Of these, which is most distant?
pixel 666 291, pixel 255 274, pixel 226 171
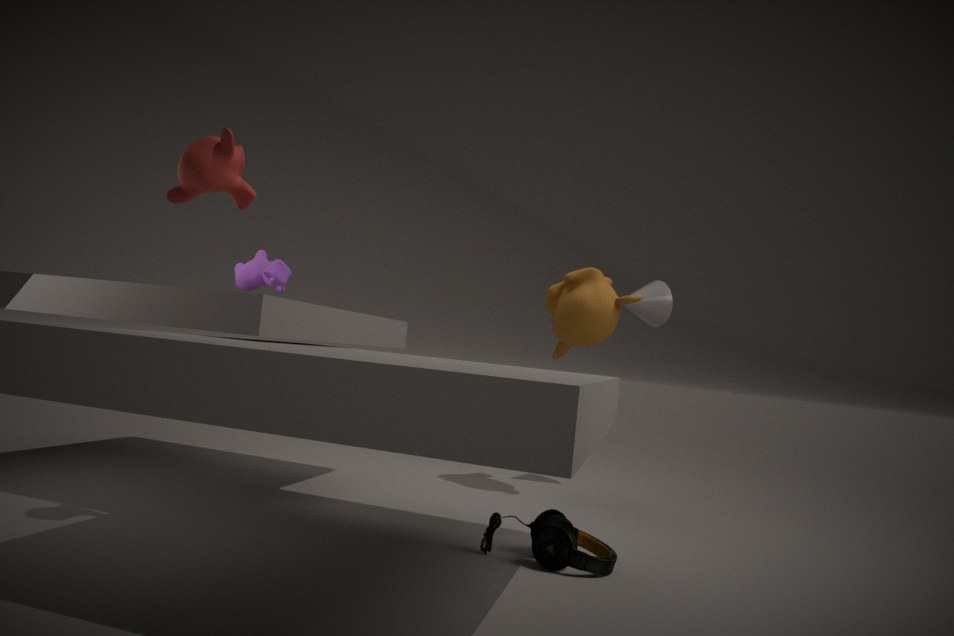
pixel 666 291
